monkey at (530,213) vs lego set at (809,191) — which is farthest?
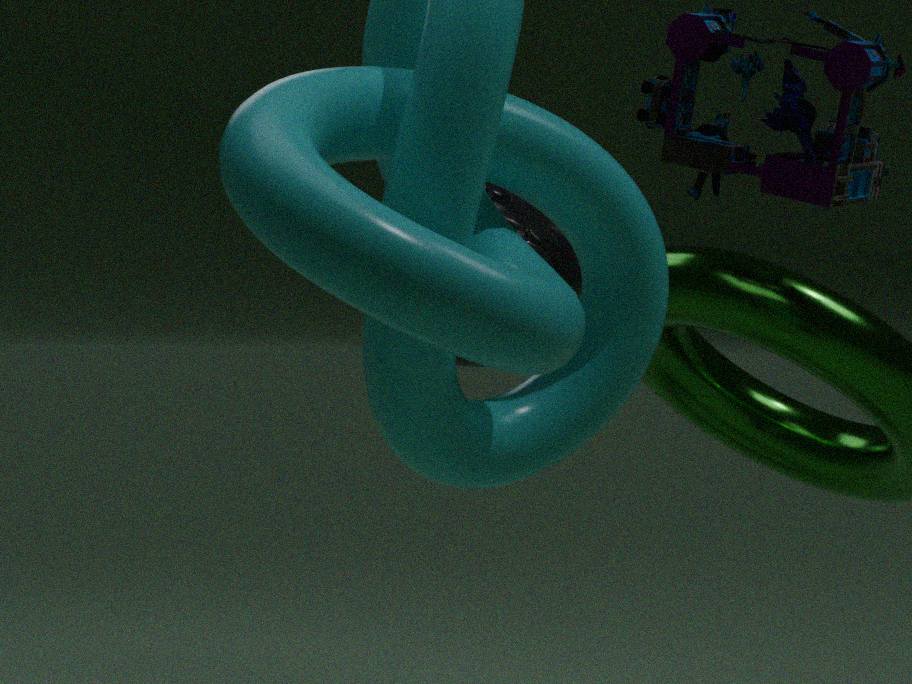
monkey at (530,213)
